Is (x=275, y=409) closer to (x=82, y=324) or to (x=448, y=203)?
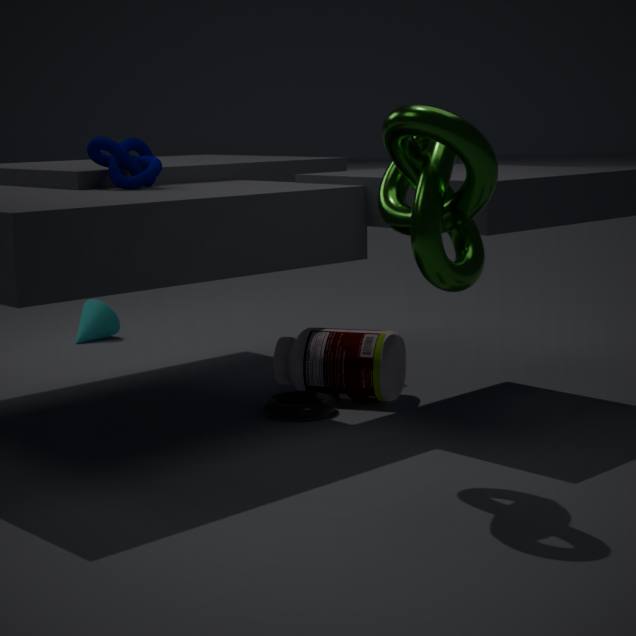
(x=448, y=203)
